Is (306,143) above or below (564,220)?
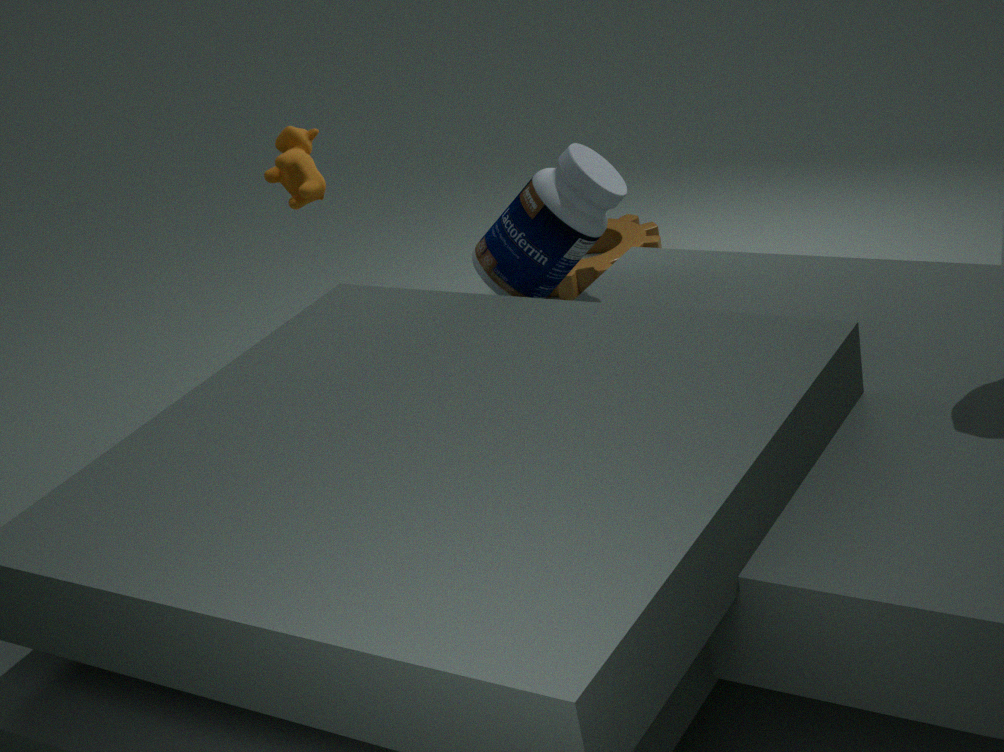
above
